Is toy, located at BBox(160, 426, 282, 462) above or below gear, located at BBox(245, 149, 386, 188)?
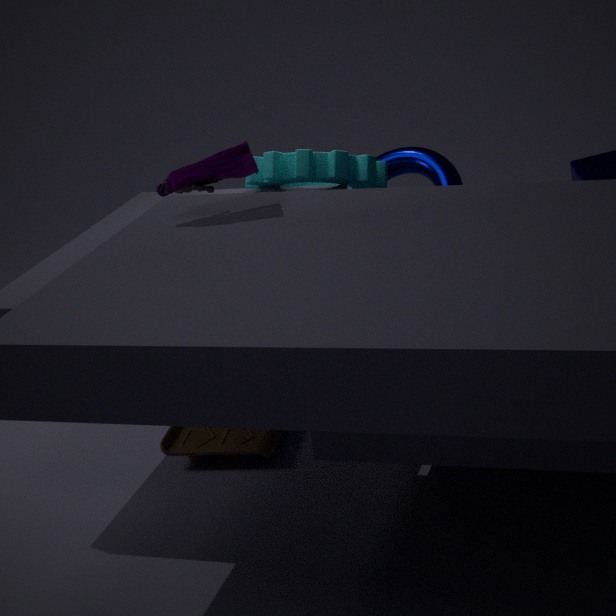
below
